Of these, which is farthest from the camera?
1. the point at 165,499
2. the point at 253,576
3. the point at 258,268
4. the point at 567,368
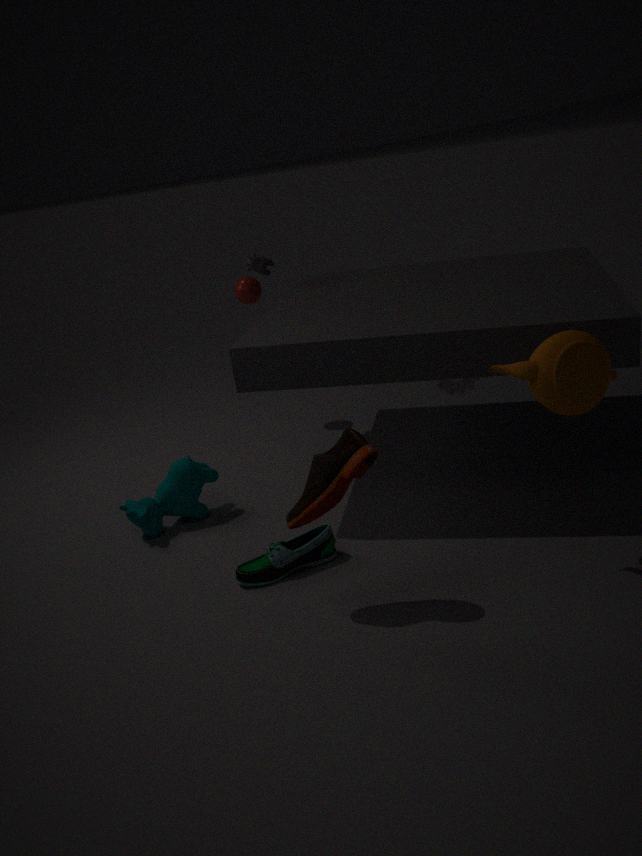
the point at 258,268
